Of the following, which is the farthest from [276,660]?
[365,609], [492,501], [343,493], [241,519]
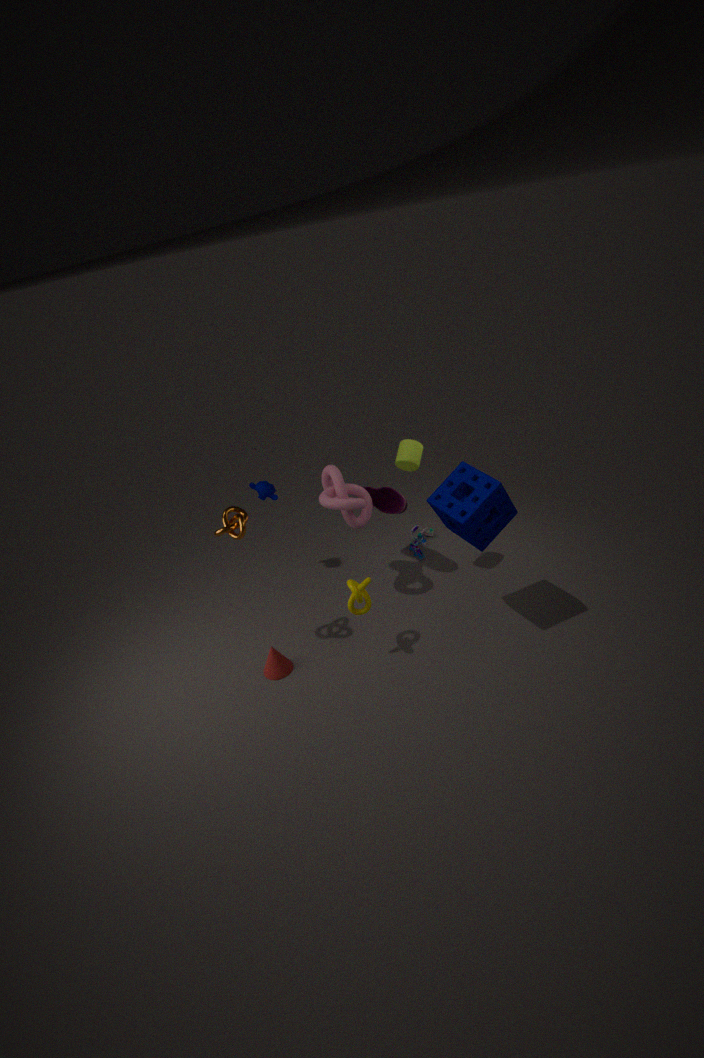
[492,501]
